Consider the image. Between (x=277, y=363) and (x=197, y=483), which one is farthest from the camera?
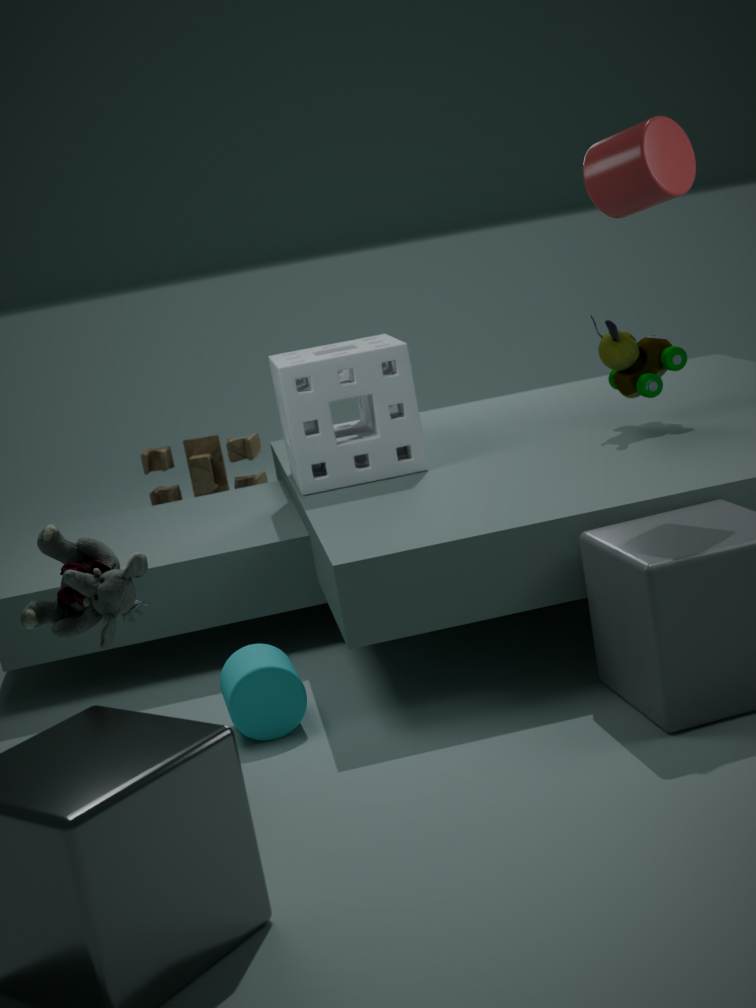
(x=197, y=483)
